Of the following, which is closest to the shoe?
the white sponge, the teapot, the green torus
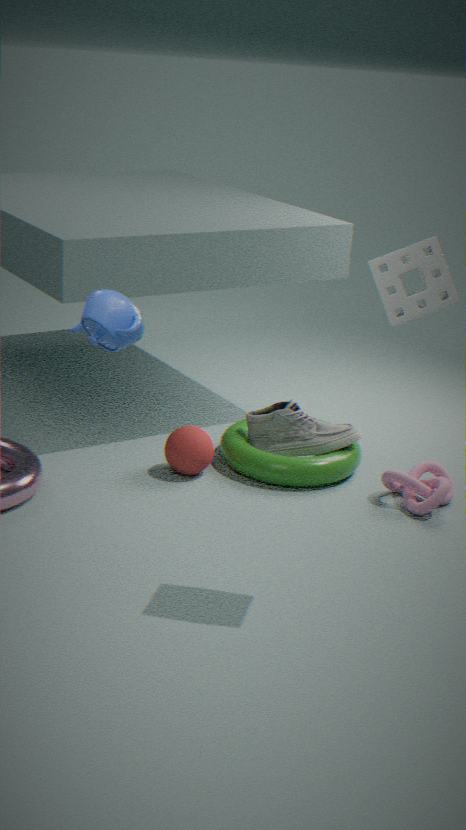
the green torus
